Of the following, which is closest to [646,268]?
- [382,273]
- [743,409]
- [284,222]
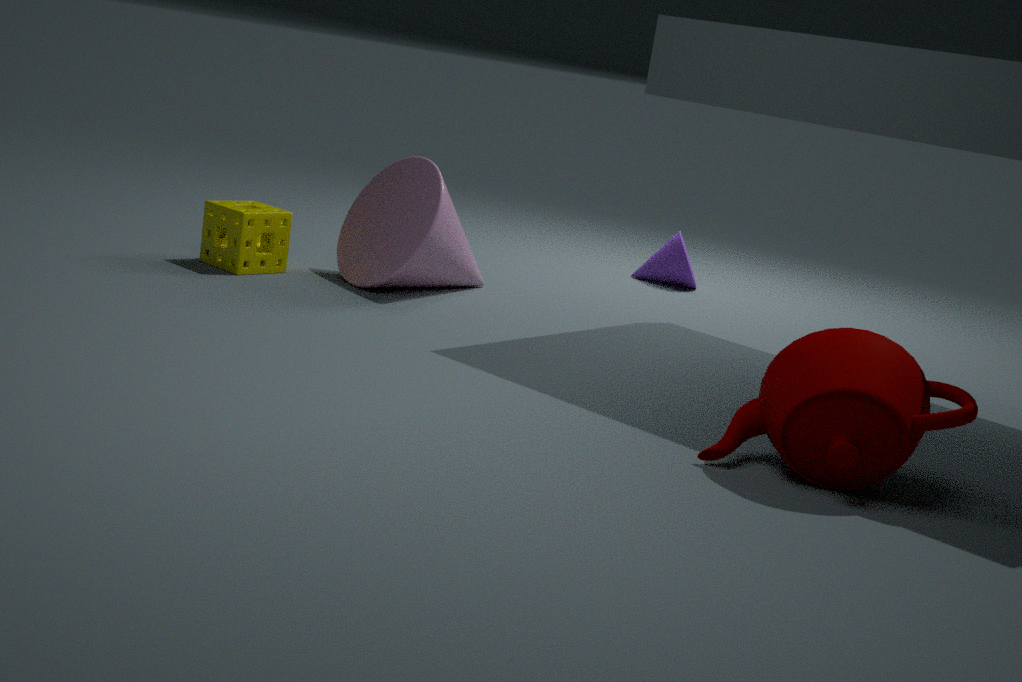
[382,273]
